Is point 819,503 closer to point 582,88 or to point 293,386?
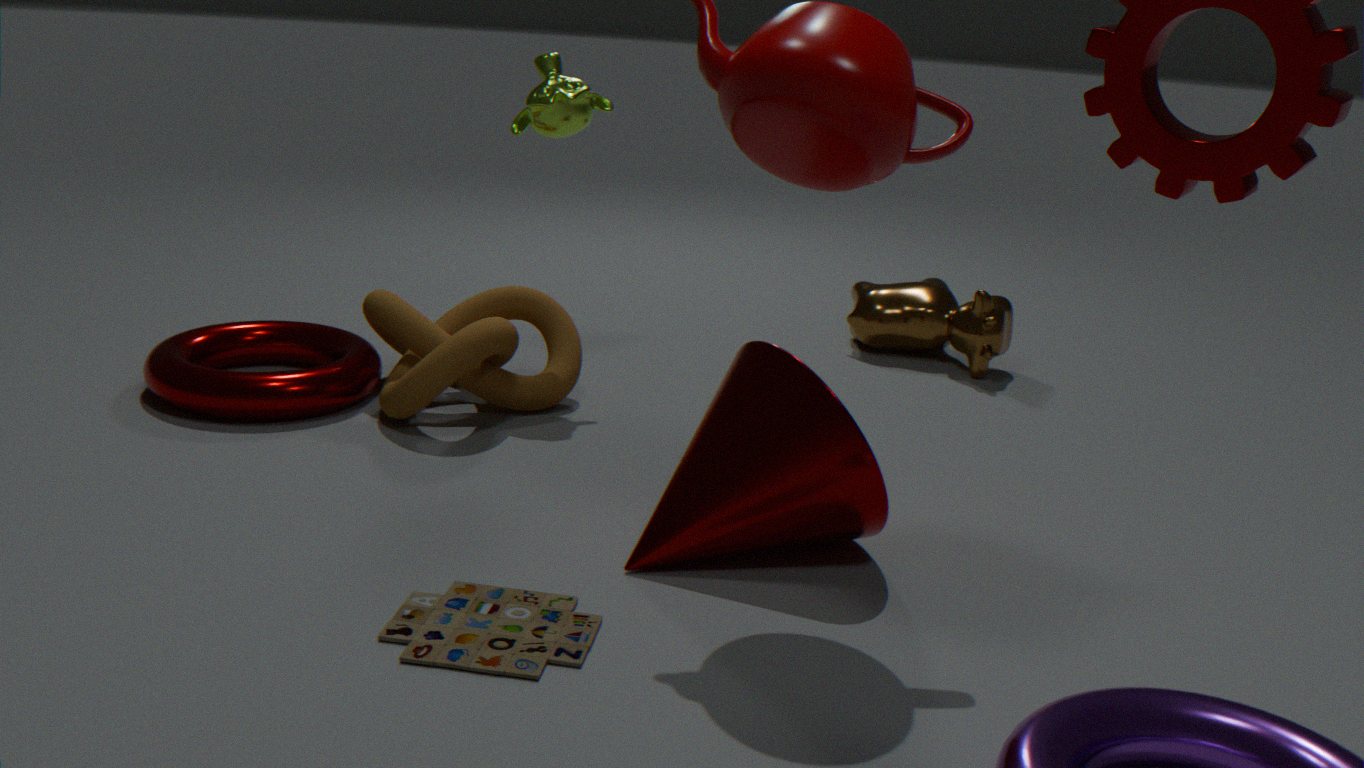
point 582,88
